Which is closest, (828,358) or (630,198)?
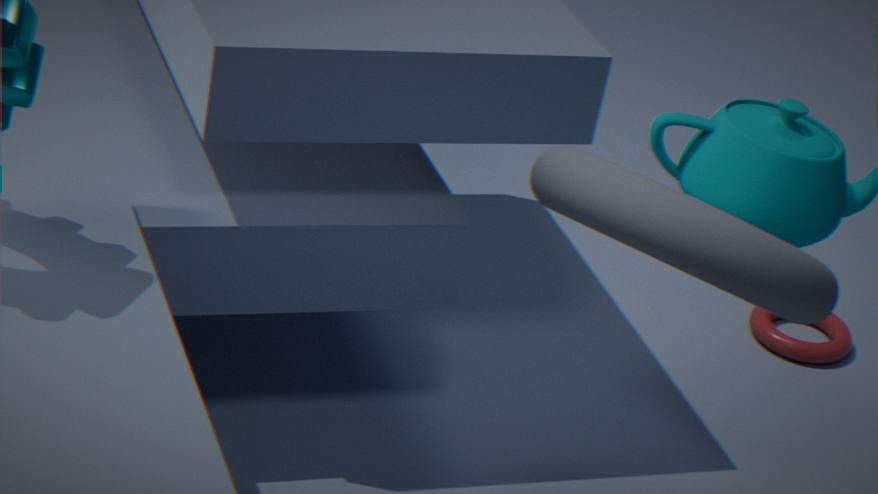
(630,198)
